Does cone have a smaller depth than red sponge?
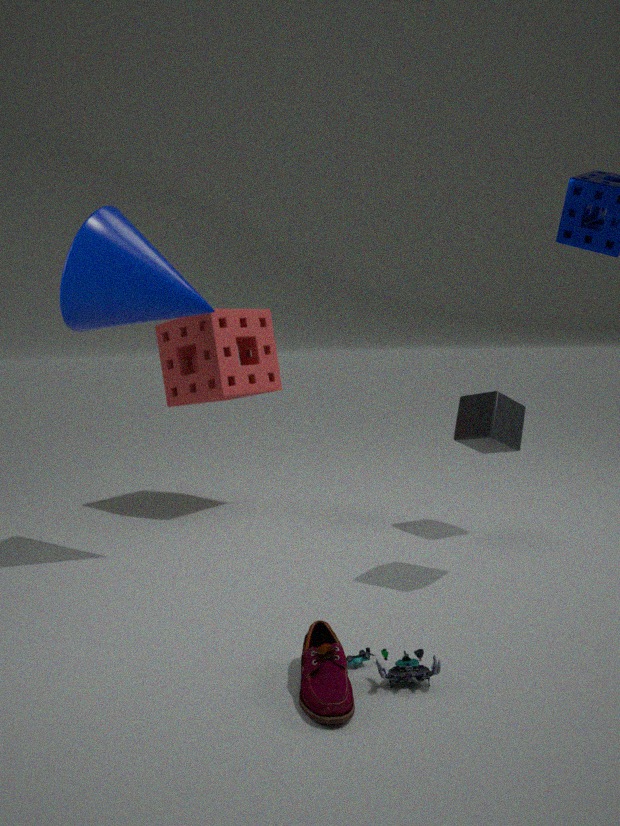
Yes
